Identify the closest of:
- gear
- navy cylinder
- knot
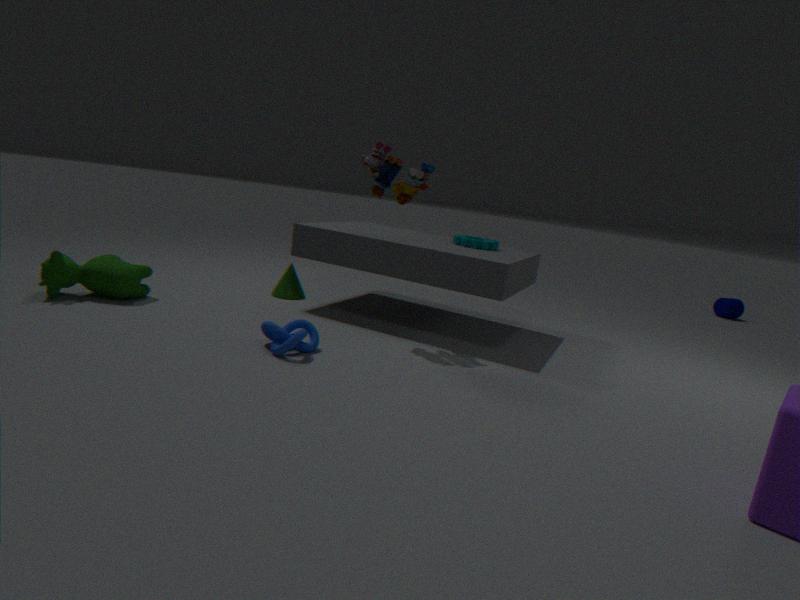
knot
